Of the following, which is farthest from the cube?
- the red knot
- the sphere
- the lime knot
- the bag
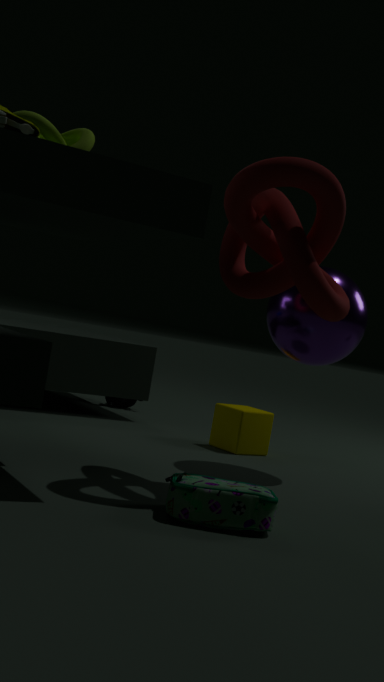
the lime knot
